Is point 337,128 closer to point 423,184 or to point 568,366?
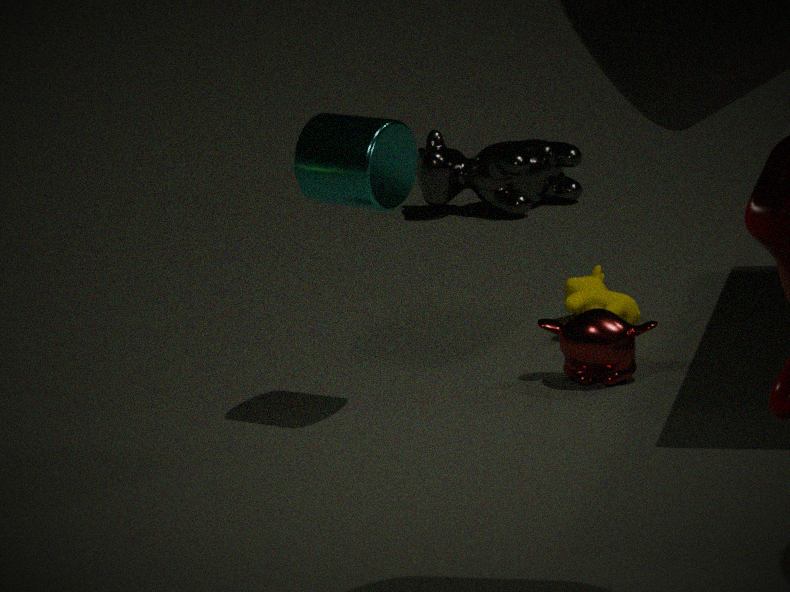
point 568,366
